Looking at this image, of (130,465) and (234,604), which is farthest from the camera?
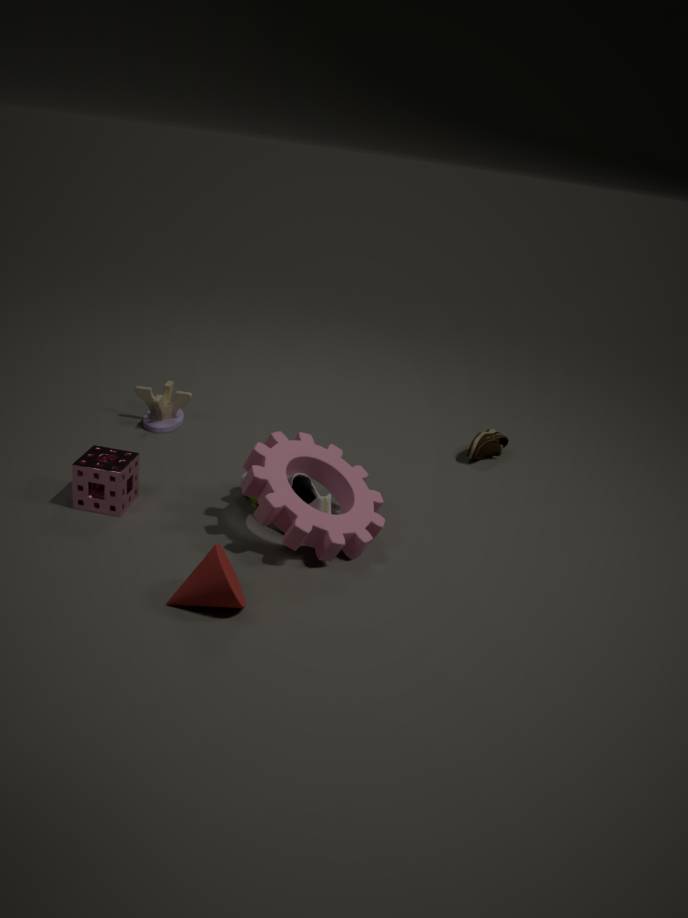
(130,465)
